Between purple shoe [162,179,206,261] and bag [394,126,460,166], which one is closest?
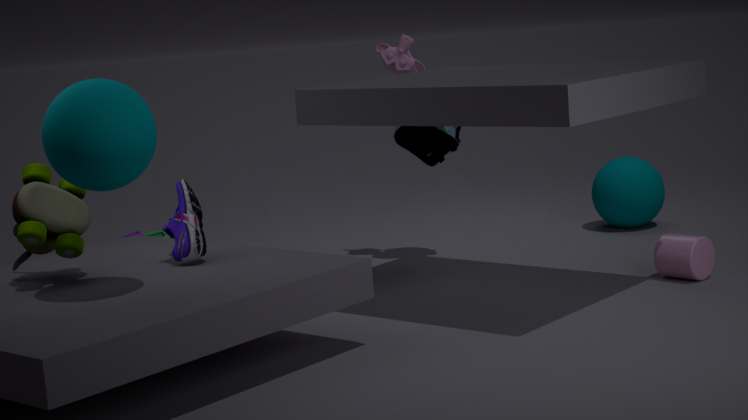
purple shoe [162,179,206,261]
